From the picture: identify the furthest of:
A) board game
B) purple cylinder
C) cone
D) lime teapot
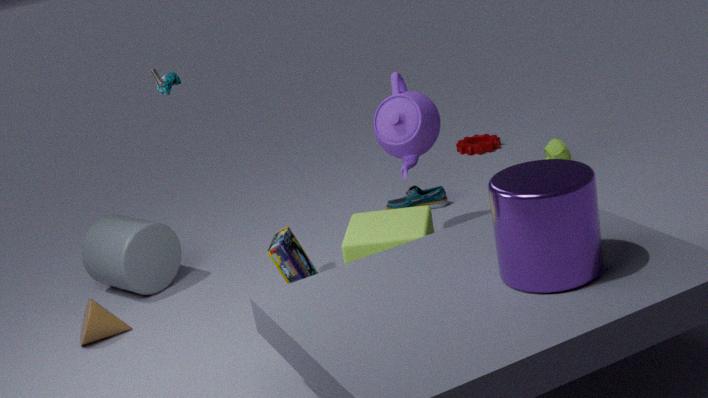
lime teapot
